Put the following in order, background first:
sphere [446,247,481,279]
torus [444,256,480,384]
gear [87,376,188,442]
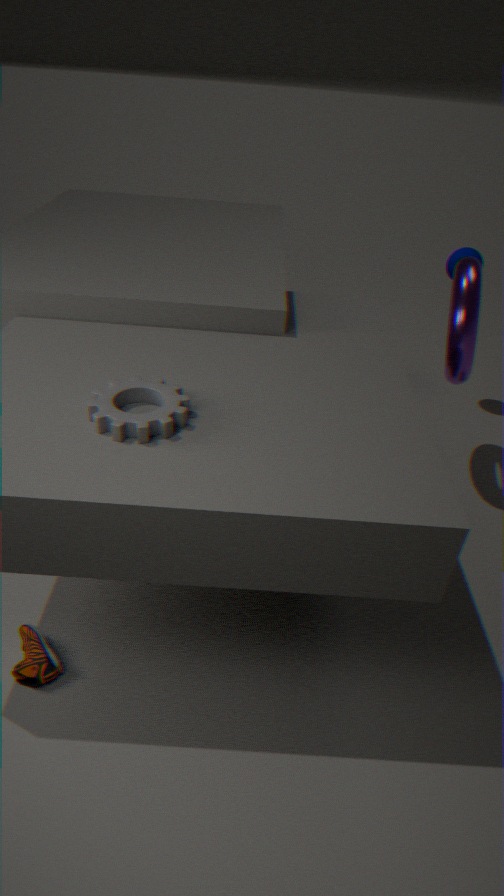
sphere [446,247,481,279] → torus [444,256,480,384] → gear [87,376,188,442]
